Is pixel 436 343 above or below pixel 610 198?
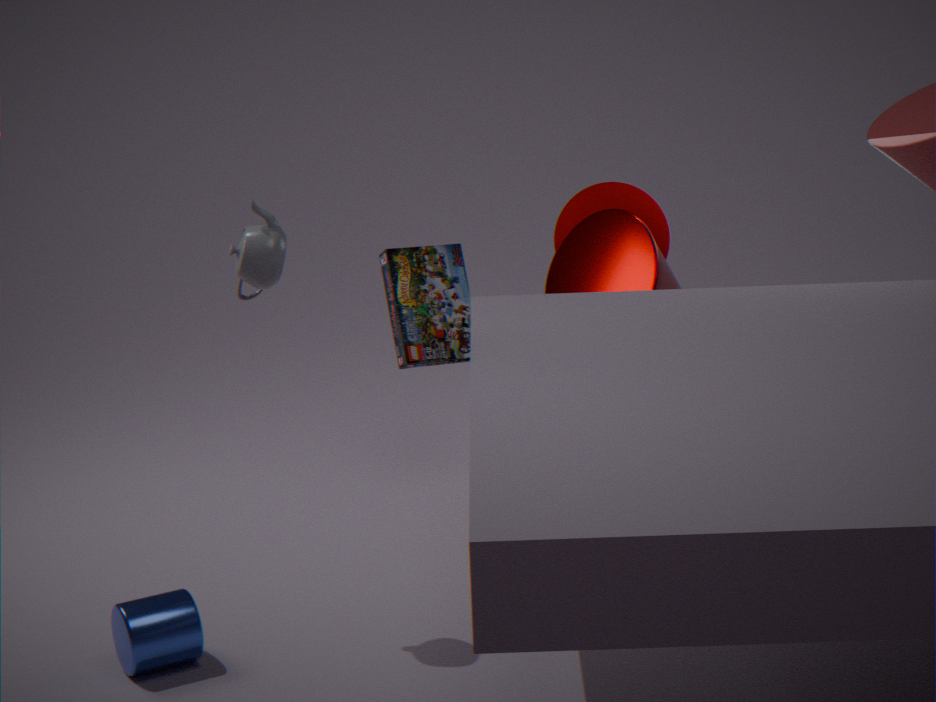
below
